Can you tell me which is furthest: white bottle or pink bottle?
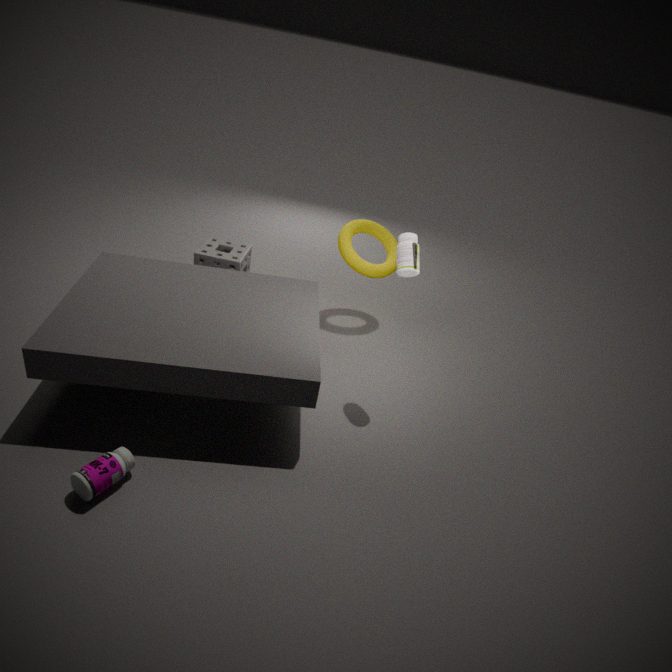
white bottle
